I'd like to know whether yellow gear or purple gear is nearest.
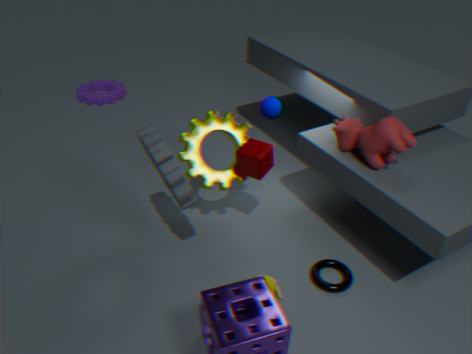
yellow gear
